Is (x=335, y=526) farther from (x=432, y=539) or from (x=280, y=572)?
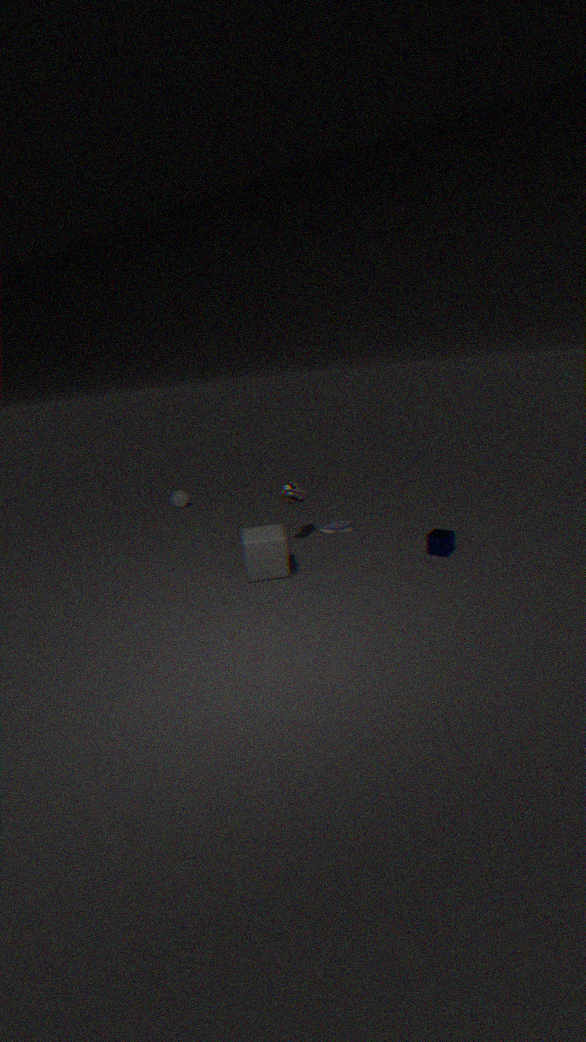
(x=432, y=539)
